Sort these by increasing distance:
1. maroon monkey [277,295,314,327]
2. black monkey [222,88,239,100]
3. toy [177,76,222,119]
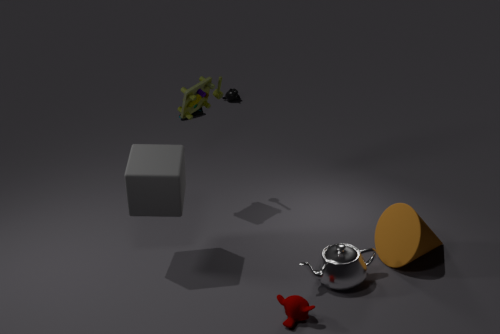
1. maroon monkey [277,295,314,327]
2. toy [177,76,222,119]
3. black monkey [222,88,239,100]
